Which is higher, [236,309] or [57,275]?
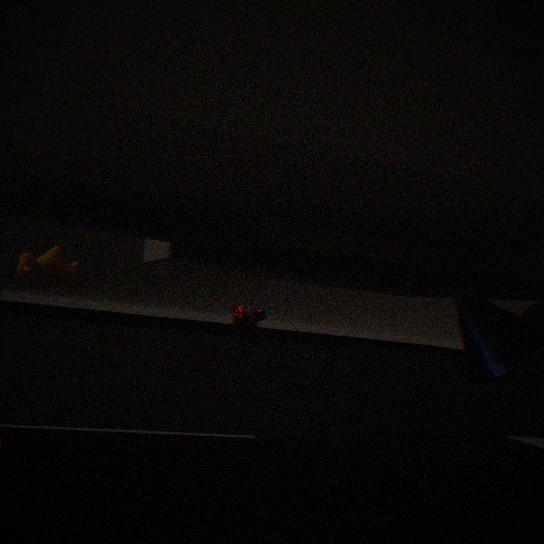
[57,275]
